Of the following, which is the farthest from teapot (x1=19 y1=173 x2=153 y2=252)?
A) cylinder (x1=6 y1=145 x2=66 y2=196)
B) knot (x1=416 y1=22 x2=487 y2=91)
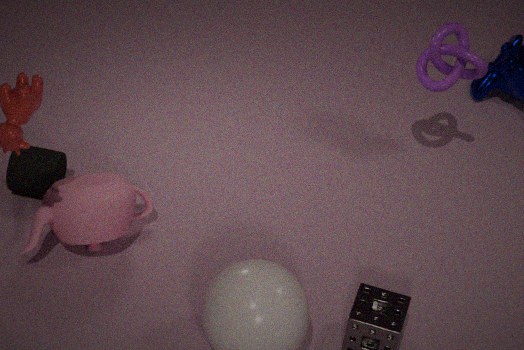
knot (x1=416 y1=22 x2=487 y2=91)
